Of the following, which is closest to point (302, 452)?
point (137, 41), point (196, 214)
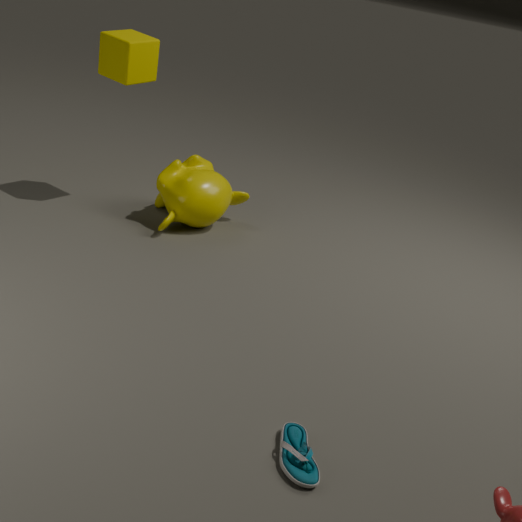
point (196, 214)
